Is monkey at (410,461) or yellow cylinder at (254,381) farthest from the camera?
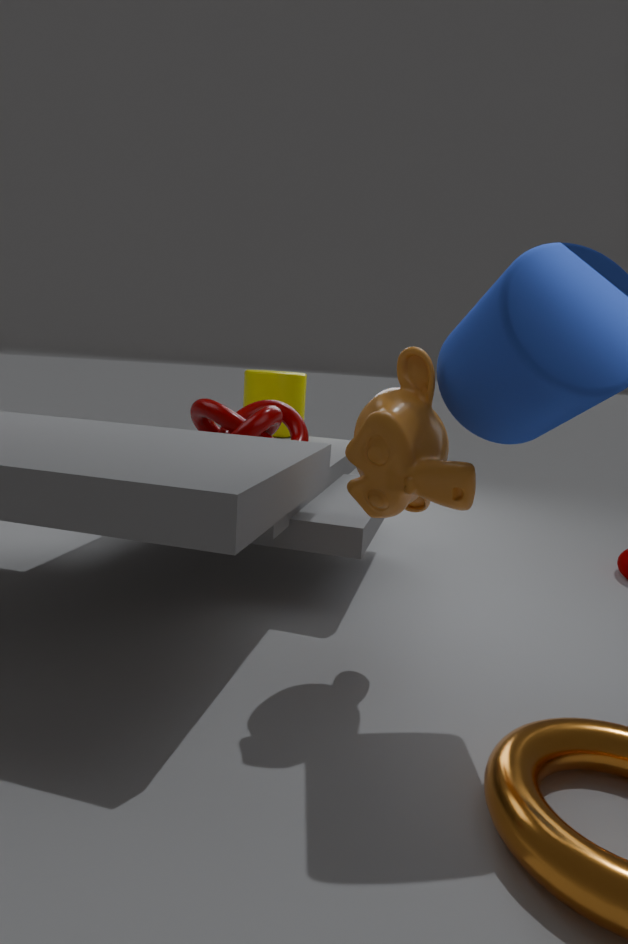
yellow cylinder at (254,381)
